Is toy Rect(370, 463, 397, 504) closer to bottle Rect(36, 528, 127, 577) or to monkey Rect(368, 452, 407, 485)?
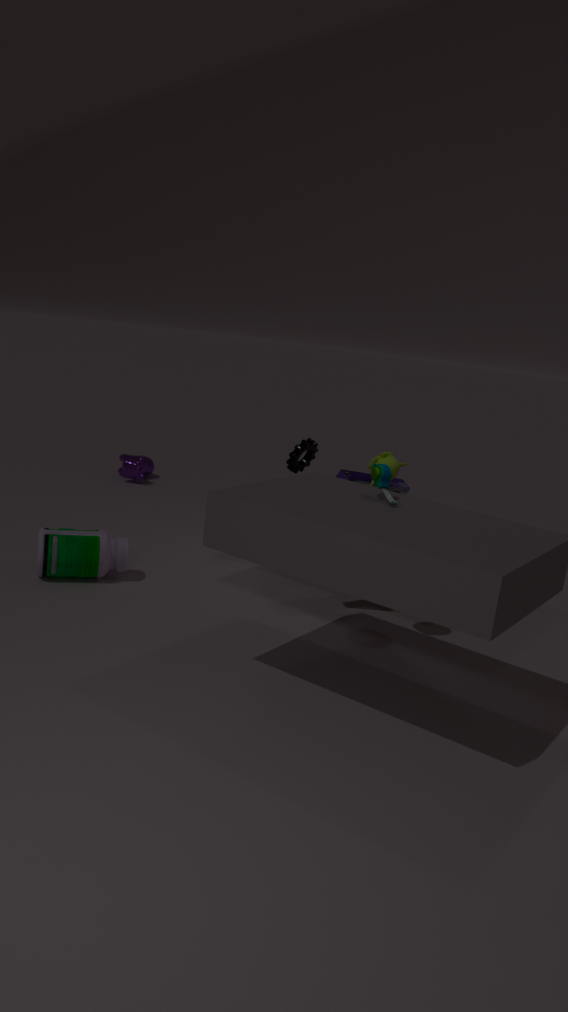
monkey Rect(368, 452, 407, 485)
